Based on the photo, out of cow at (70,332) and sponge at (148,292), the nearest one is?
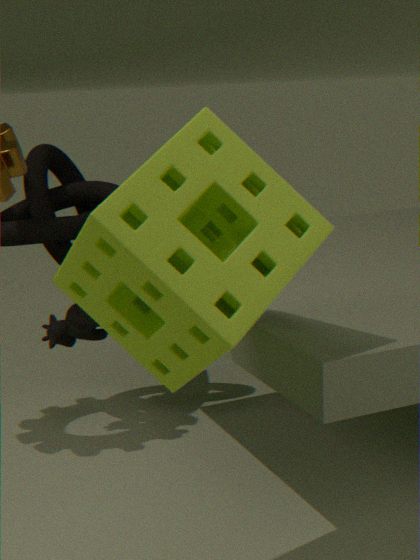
sponge at (148,292)
